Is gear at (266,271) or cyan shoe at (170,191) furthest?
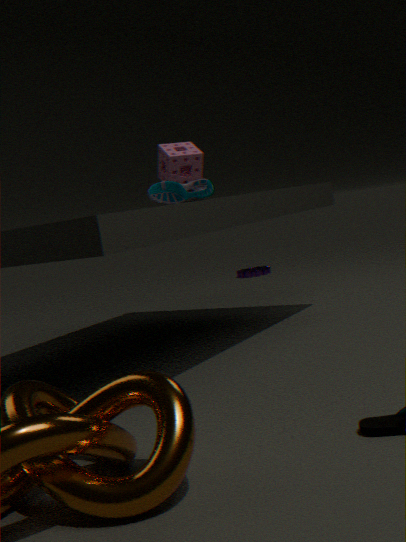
gear at (266,271)
